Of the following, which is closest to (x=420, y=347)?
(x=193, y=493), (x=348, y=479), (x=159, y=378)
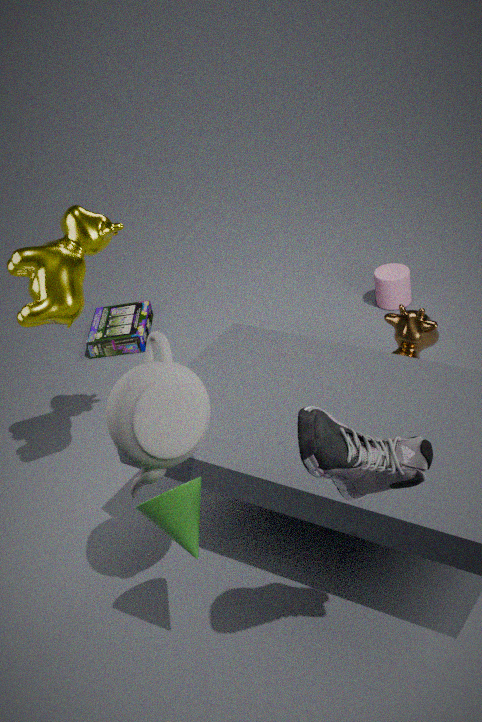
(x=159, y=378)
